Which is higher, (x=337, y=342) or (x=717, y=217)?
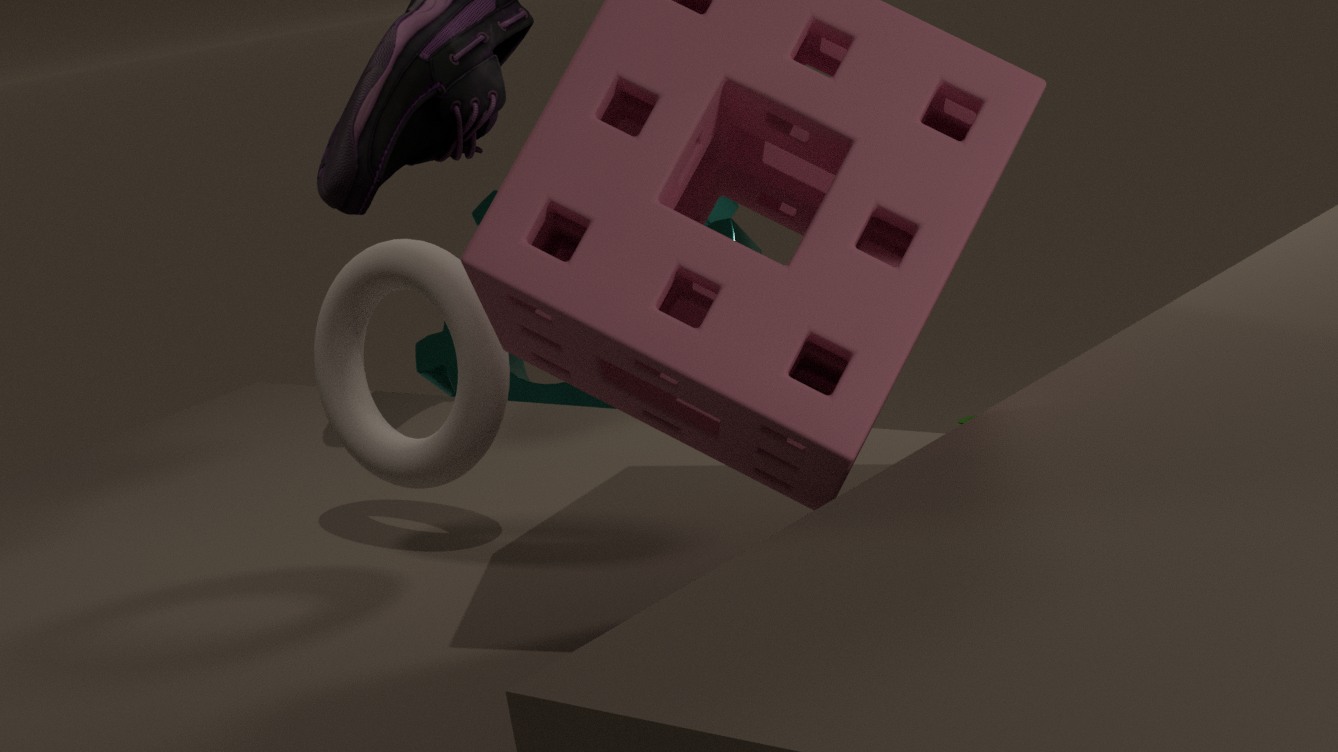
(x=337, y=342)
